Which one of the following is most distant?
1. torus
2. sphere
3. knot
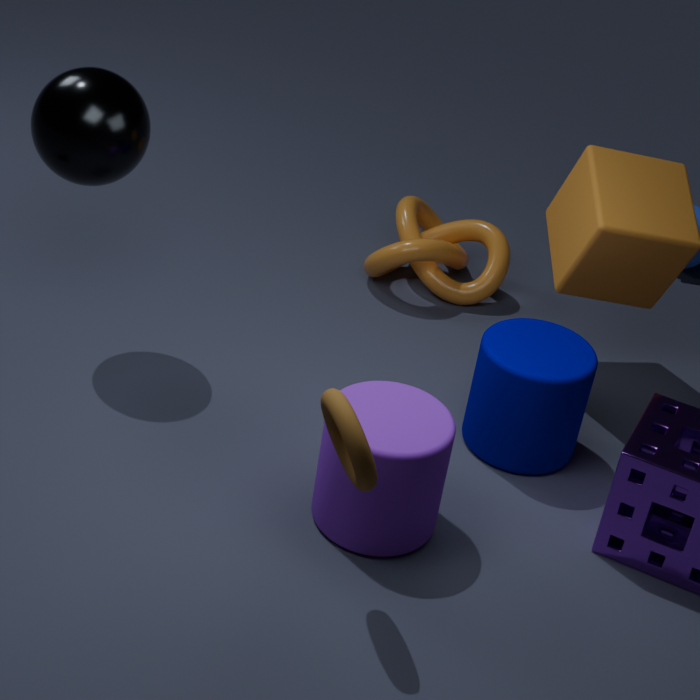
knot
